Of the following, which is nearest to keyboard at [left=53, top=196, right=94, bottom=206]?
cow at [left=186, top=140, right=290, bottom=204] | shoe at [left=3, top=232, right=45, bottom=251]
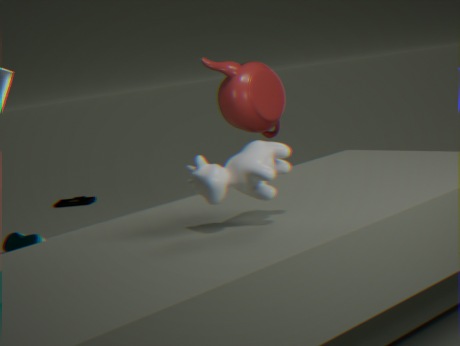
shoe at [left=3, top=232, right=45, bottom=251]
